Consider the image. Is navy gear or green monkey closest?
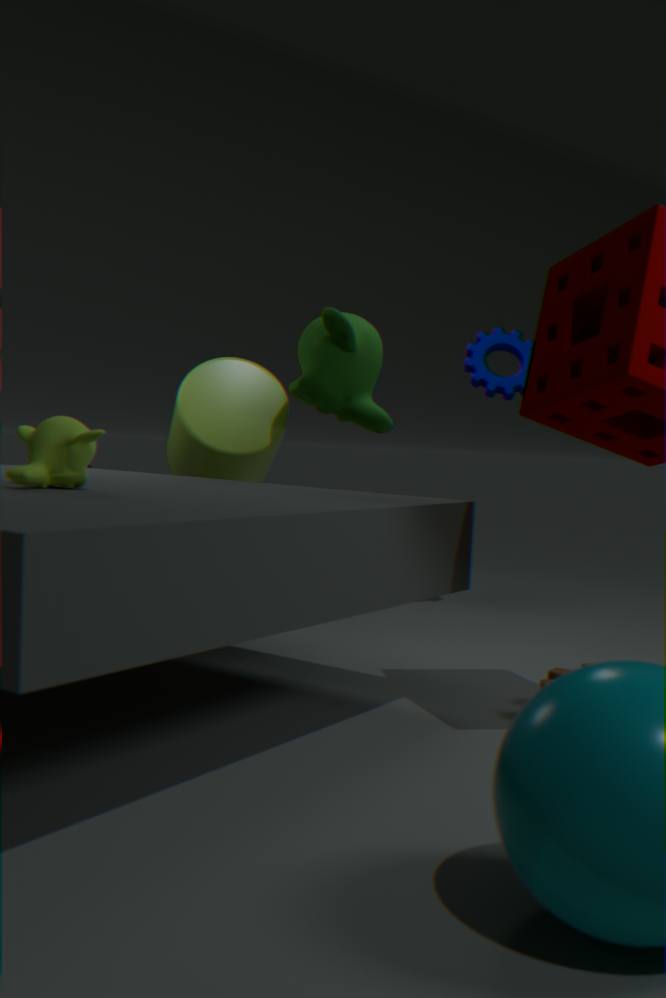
green monkey
